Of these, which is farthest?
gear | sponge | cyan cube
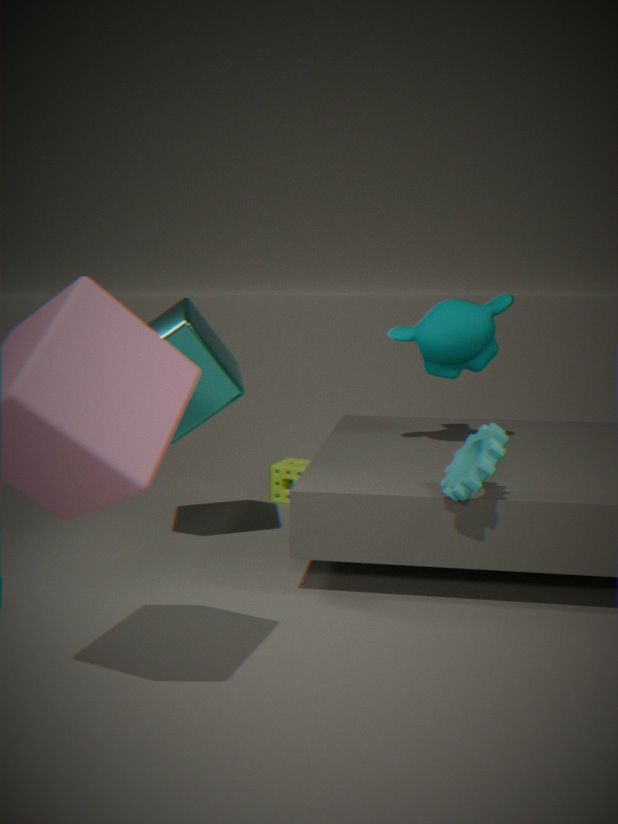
sponge
